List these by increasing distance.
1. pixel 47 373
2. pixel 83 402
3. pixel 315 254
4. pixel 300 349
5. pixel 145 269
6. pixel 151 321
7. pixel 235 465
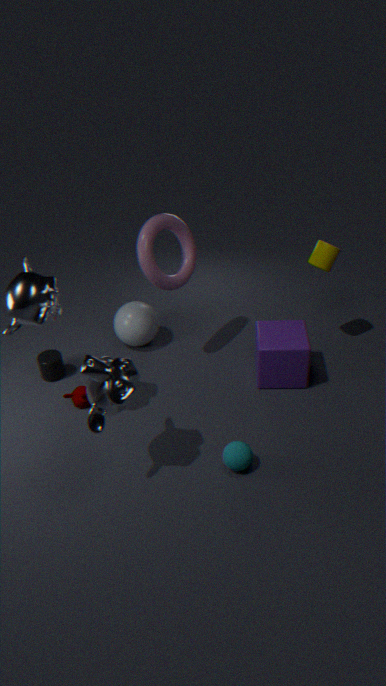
pixel 235 465, pixel 145 269, pixel 300 349, pixel 83 402, pixel 315 254, pixel 47 373, pixel 151 321
